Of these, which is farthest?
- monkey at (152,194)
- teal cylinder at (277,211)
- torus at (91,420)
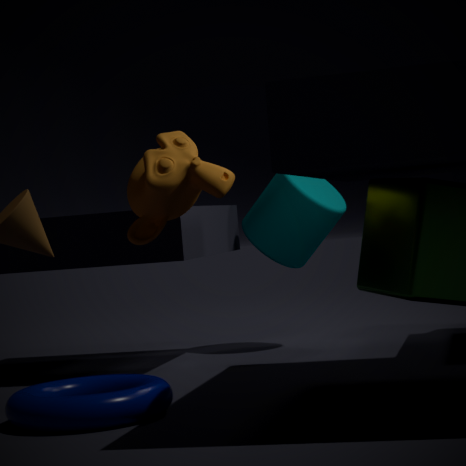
teal cylinder at (277,211)
